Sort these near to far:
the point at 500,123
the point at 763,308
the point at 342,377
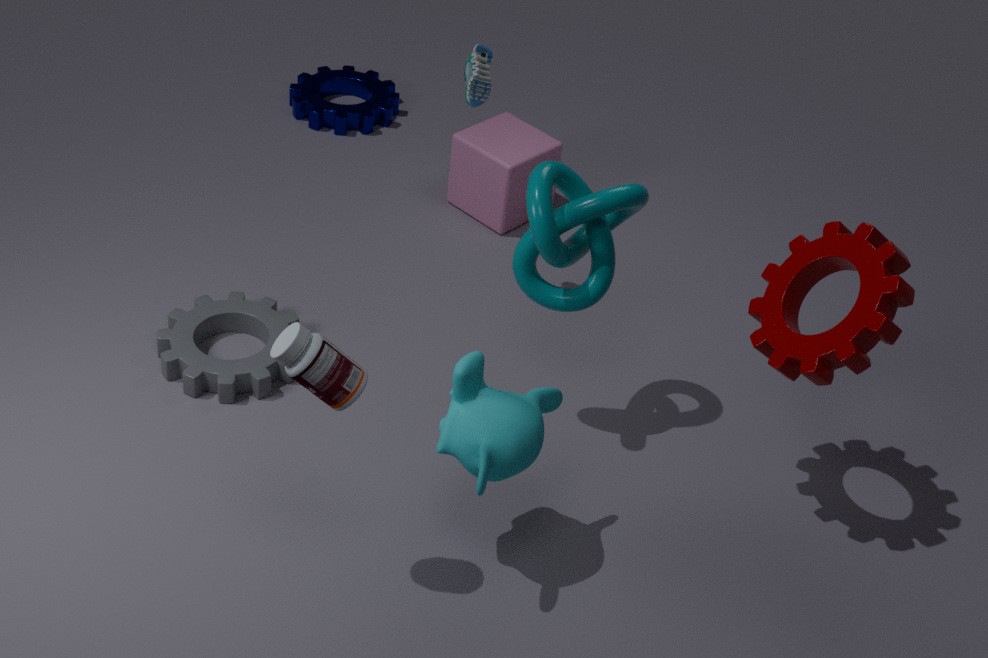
the point at 342,377 → the point at 763,308 → the point at 500,123
